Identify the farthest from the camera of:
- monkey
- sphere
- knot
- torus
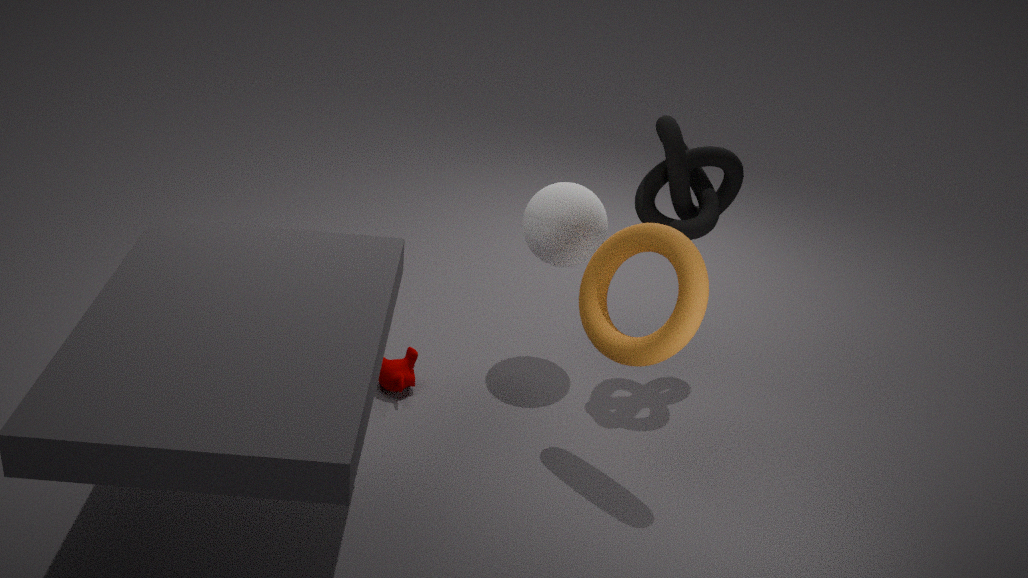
sphere
